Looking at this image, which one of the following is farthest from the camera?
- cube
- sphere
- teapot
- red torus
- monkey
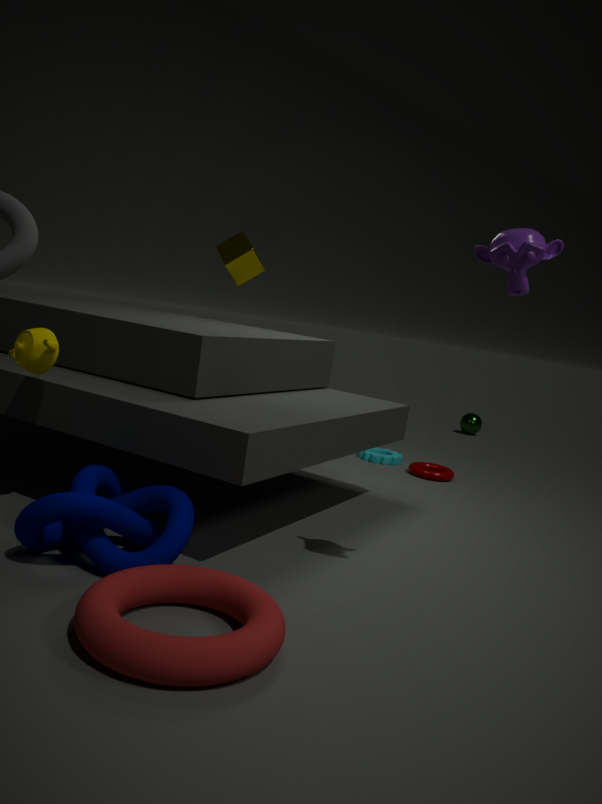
sphere
